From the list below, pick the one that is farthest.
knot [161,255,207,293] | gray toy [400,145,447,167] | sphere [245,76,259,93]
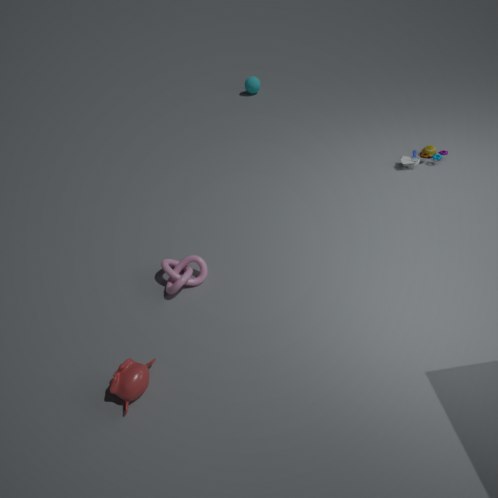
Result: sphere [245,76,259,93]
